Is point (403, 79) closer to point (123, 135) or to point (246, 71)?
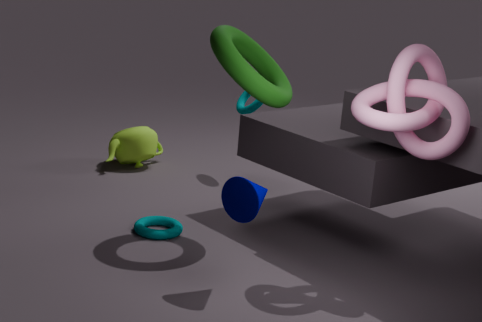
point (246, 71)
